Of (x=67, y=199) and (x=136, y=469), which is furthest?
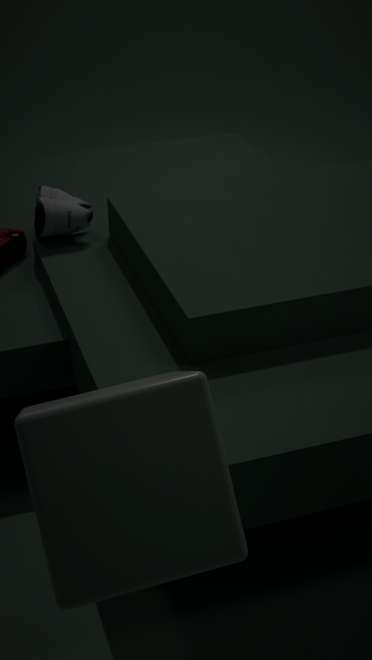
(x=67, y=199)
